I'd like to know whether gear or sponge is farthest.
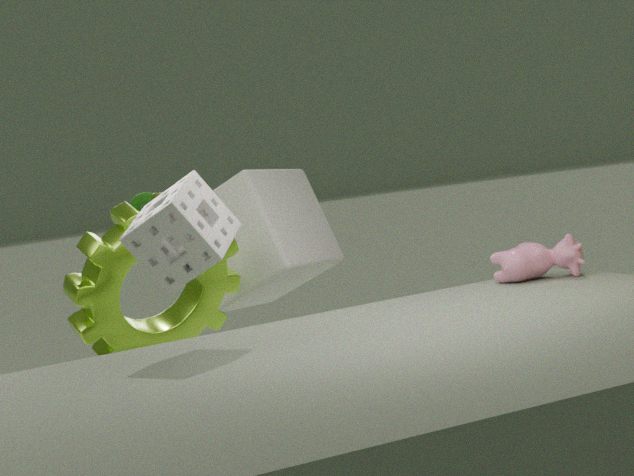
gear
